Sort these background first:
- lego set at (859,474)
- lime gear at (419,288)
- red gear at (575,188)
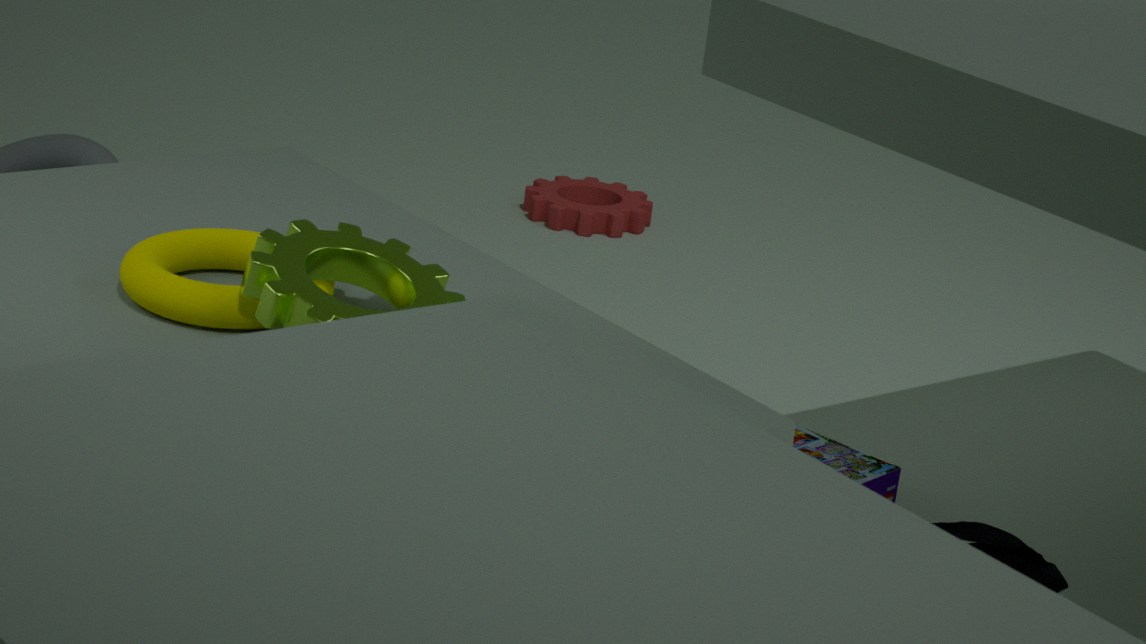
red gear at (575,188) → lego set at (859,474) → lime gear at (419,288)
